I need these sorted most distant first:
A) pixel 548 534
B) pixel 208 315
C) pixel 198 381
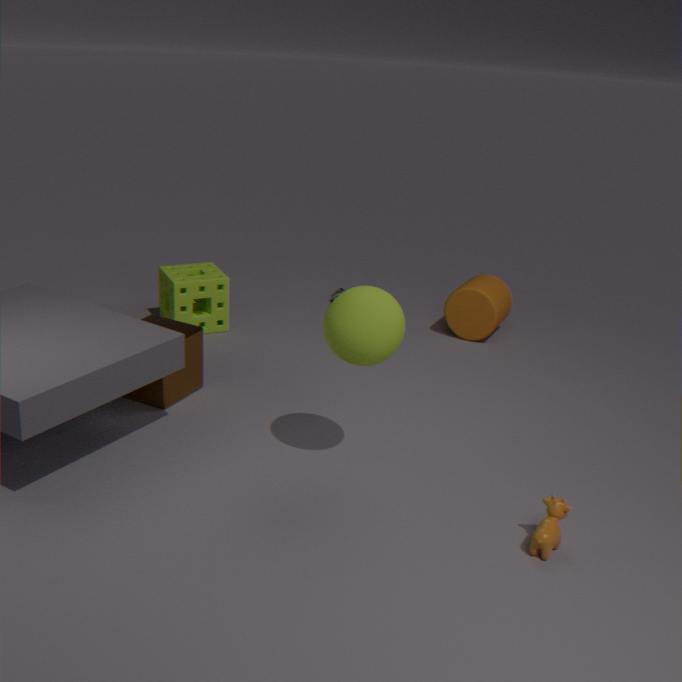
pixel 208 315 < pixel 198 381 < pixel 548 534
